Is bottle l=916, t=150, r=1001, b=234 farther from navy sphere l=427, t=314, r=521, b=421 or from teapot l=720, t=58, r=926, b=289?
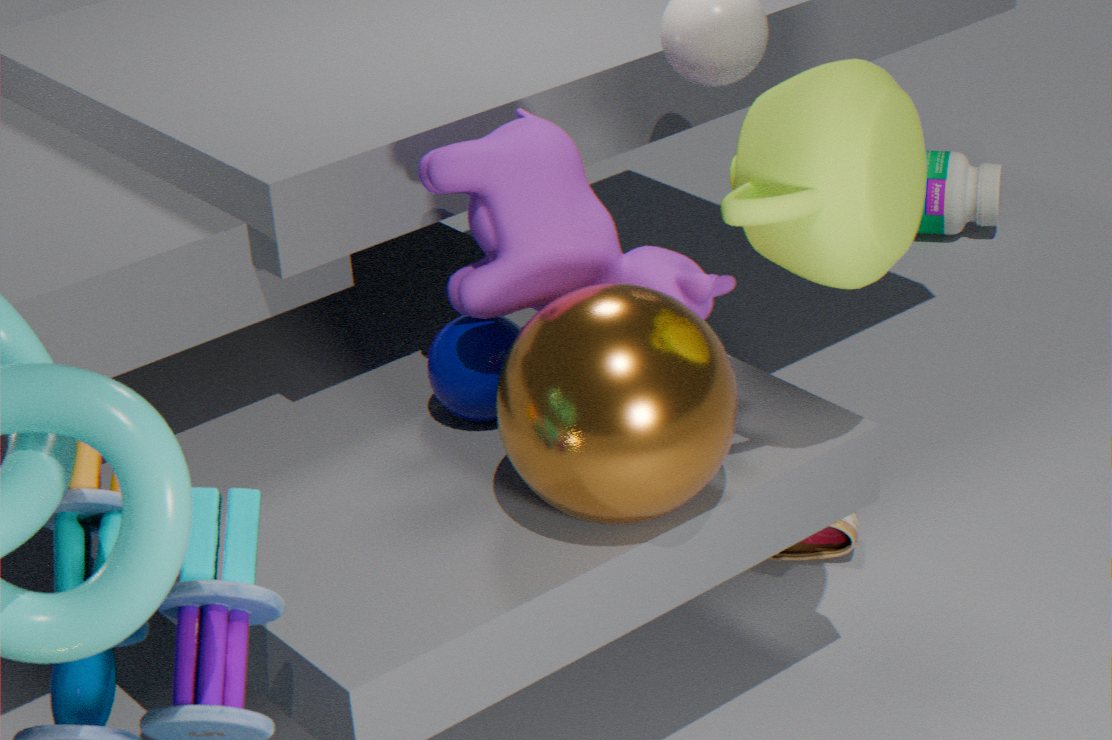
navy sphere l=427, t=314, r=521, b=421
